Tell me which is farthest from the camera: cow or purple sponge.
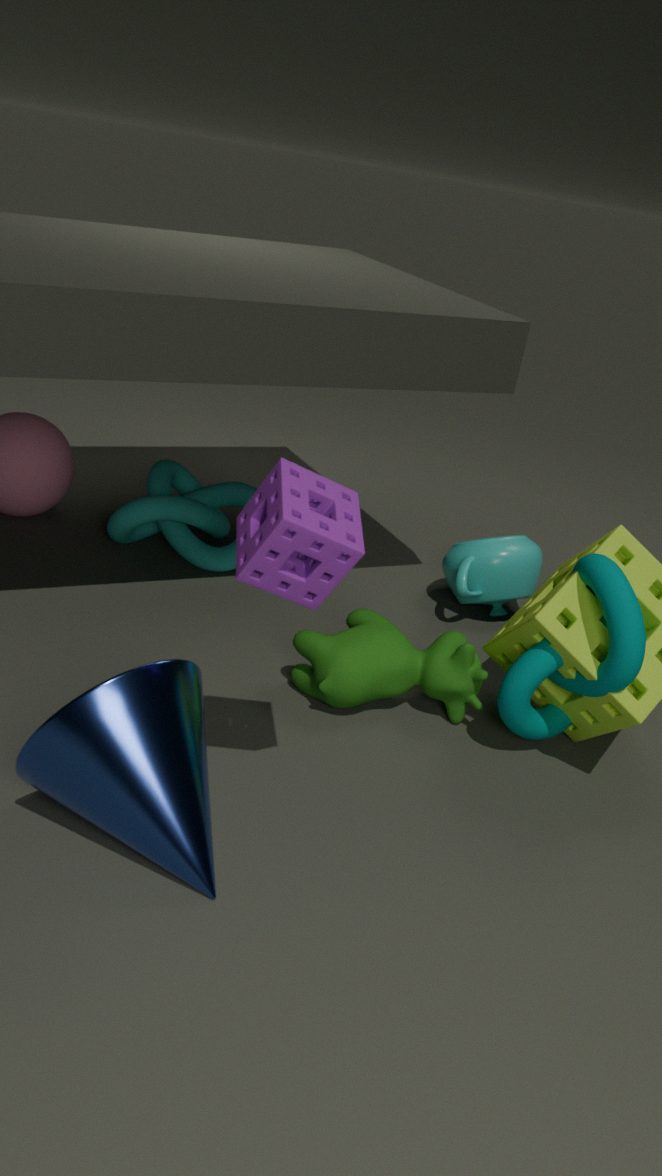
cow
